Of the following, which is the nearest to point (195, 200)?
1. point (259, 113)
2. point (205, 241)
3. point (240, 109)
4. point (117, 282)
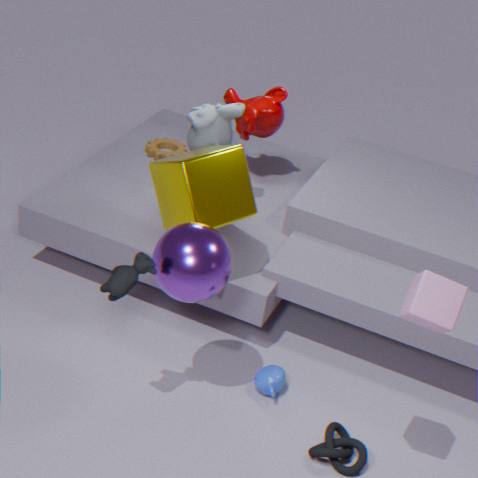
point (205, 241)
